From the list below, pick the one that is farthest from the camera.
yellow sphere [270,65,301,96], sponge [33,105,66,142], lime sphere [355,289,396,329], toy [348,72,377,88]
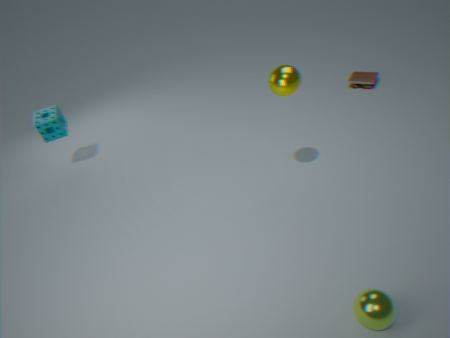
toy [348,72,377,88]
